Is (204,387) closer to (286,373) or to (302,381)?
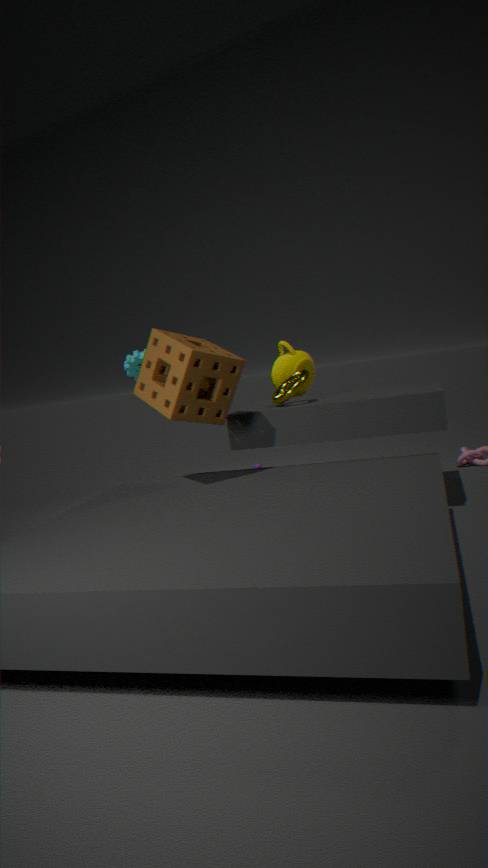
(302,381)
